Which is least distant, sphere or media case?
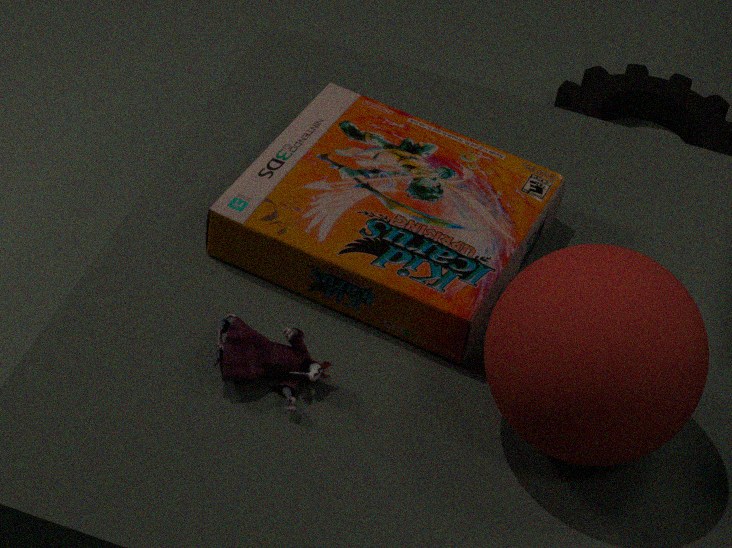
sphere
